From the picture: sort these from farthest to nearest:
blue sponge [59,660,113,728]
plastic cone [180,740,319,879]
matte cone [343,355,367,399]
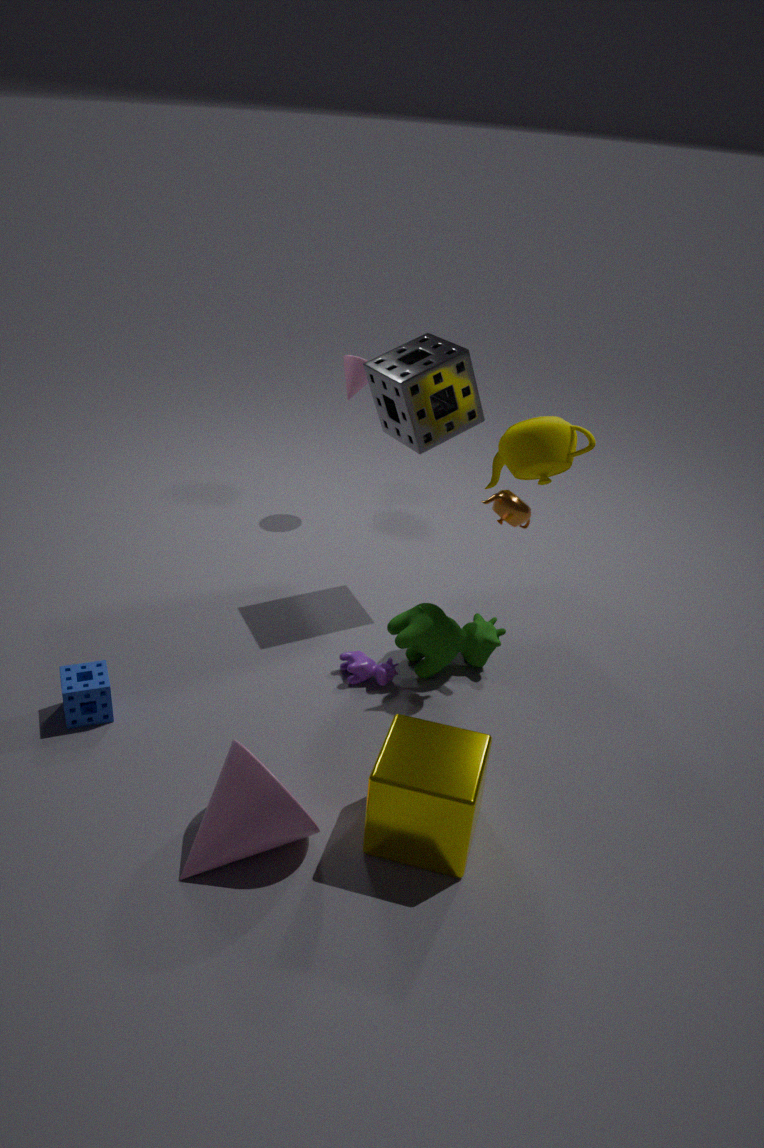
1. matte cone [343,355,367,399]
2. blue sponge [59,660,113,728]
3. plastic cone [180,740,319,879]
